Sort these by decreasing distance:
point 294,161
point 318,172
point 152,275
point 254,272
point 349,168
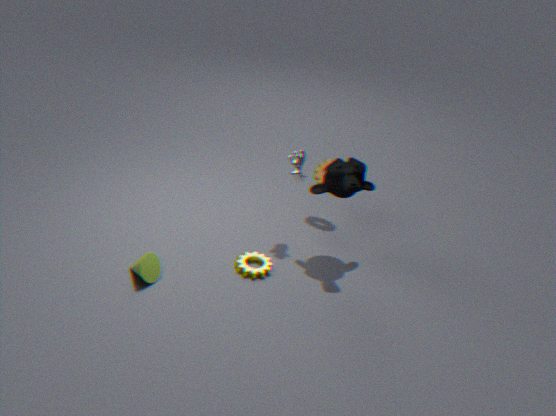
point 318,172 → point 294,161 → point 349,168 → point 254,272 → point 152,275
